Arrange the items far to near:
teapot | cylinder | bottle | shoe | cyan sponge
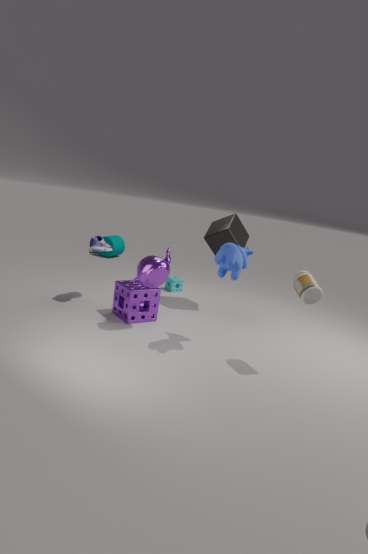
cylinder, cyan sponge, shoe, teapot, bottle
